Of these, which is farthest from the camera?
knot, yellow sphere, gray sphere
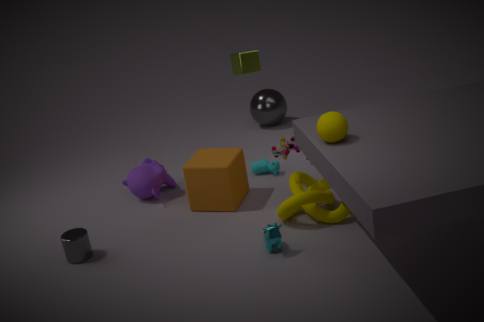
gray sphere
